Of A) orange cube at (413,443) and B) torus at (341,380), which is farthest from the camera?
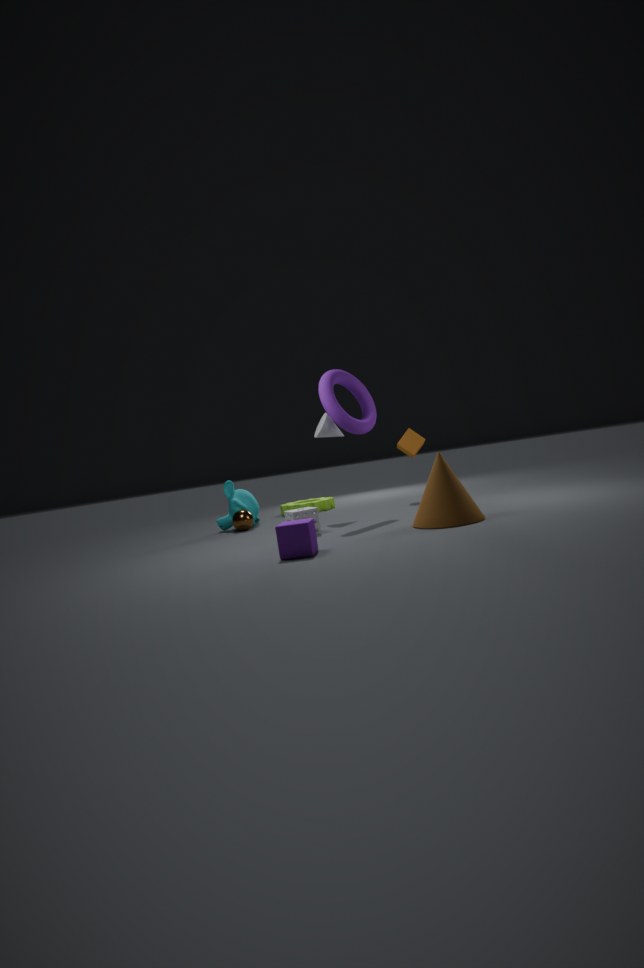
A. orange cube at (413,443)
